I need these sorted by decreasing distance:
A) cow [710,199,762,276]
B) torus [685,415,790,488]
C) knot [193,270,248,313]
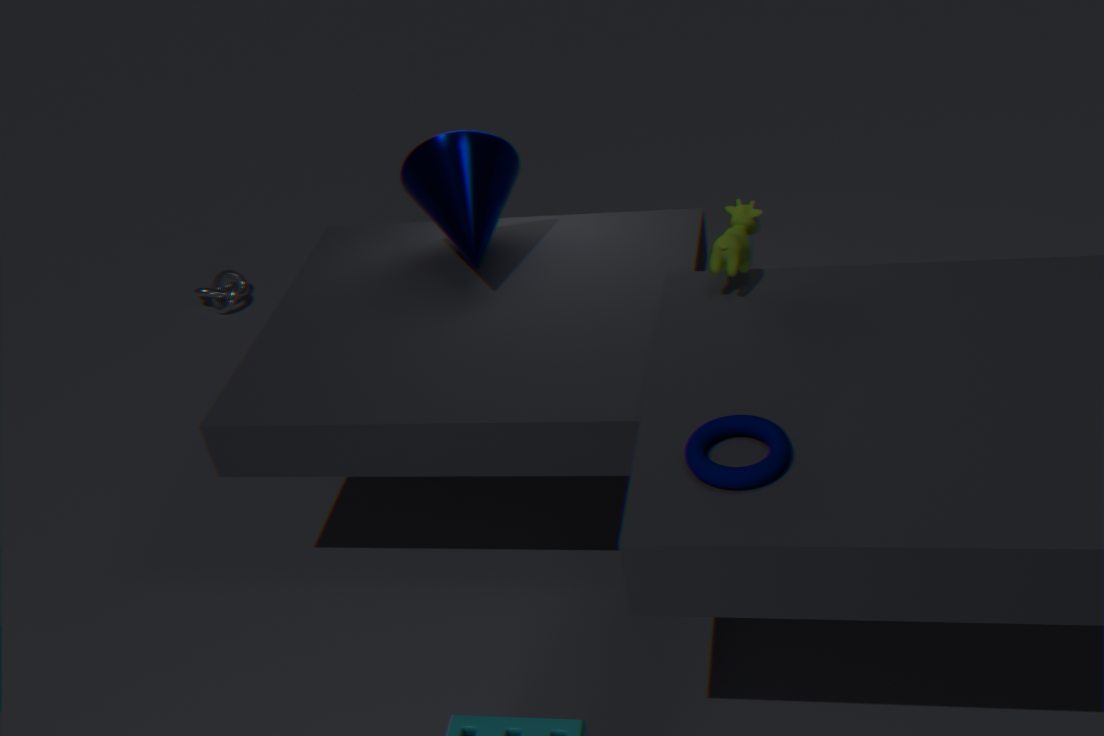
knot [193,270,248,313] < cow [710,199,762,276] < torus [685,415,790,488]
